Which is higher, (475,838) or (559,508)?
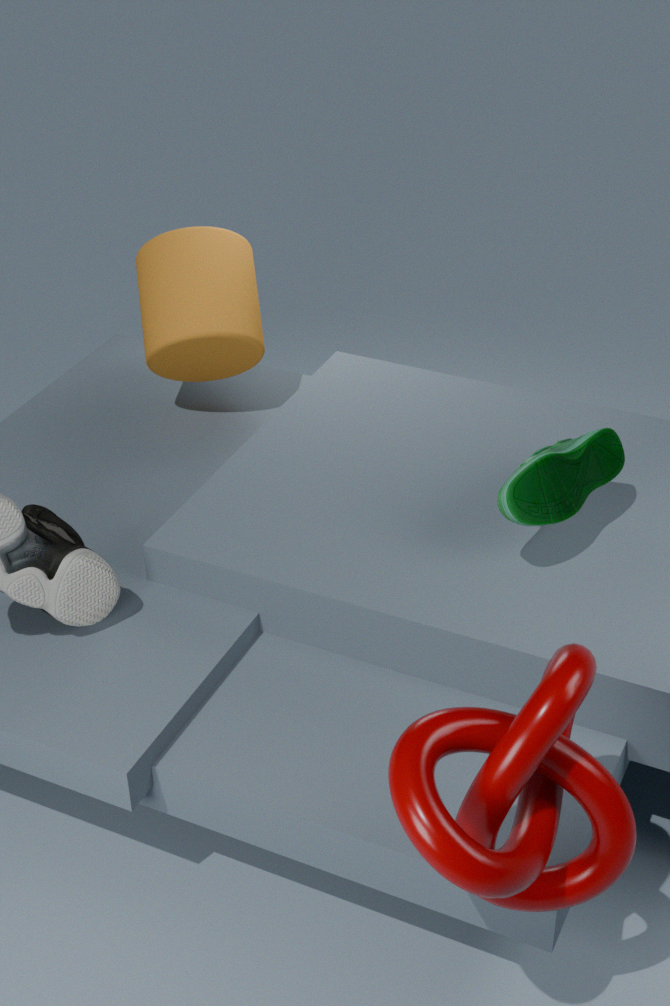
(559,508)
